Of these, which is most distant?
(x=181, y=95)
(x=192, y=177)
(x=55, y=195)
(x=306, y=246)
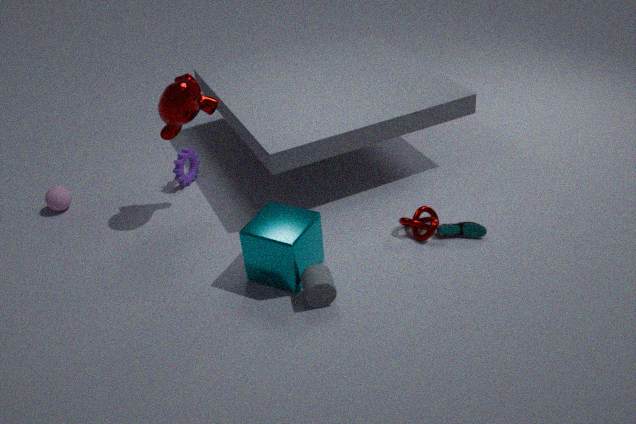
(x=192, y=177)
